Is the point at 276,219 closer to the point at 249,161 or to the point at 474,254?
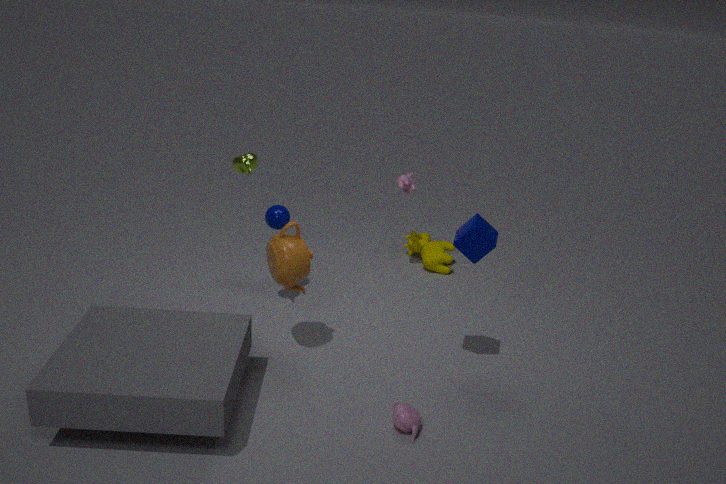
the point at 249,161
